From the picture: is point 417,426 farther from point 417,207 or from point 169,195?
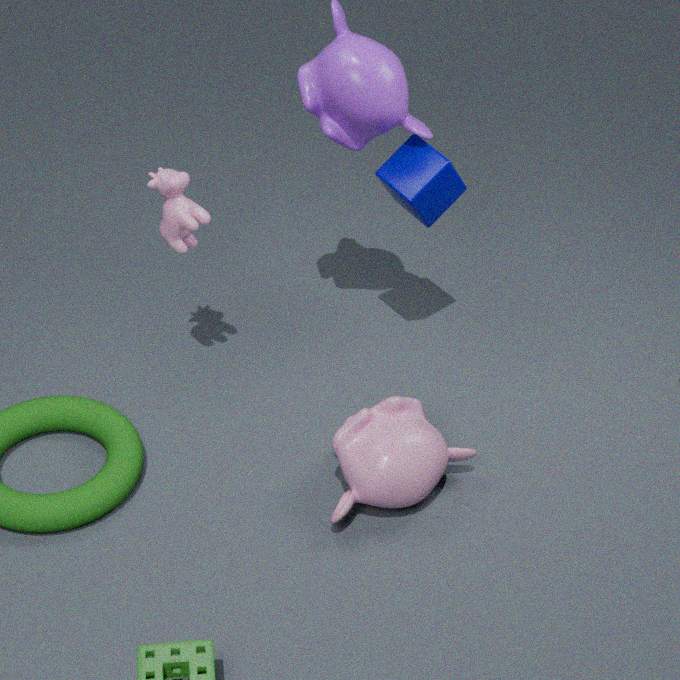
point 169,195
